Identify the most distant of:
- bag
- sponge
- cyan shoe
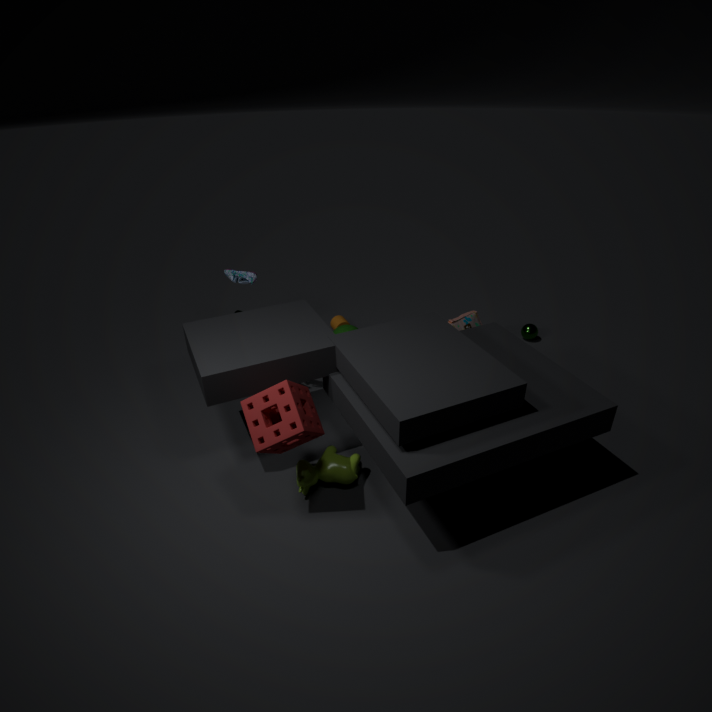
bag
